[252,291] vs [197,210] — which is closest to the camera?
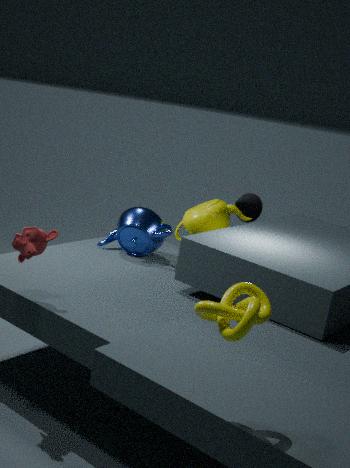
[252,291]
